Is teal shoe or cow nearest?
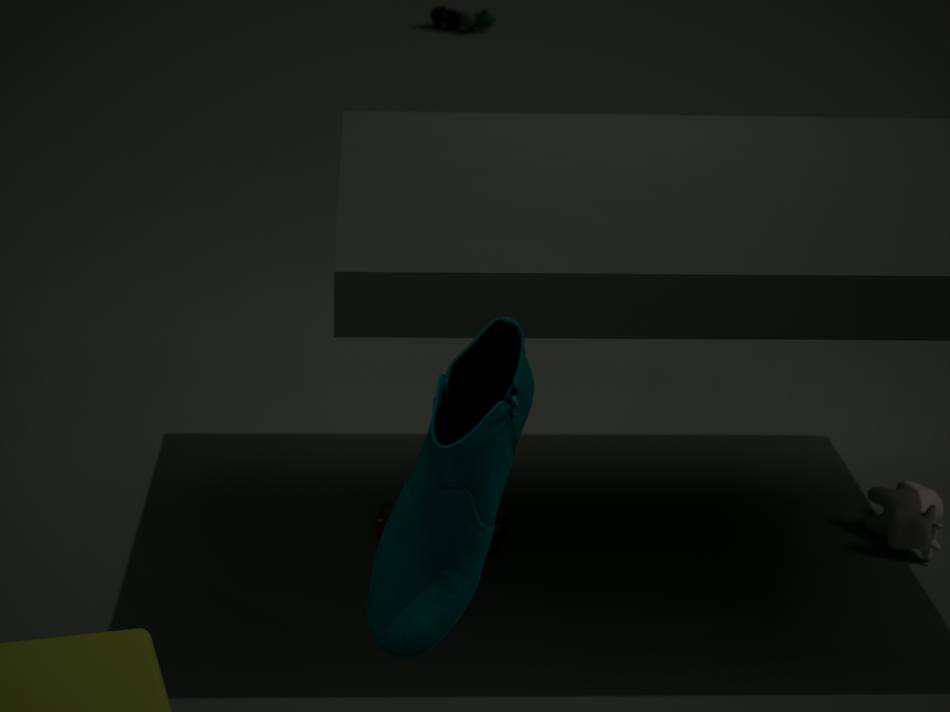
teal shoe
